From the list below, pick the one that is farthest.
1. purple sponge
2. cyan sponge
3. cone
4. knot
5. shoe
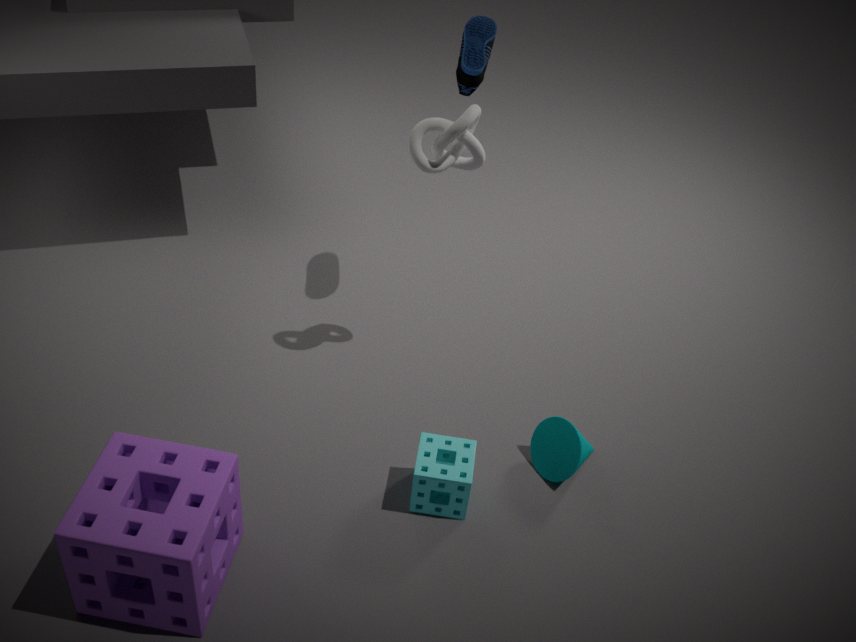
shoe
